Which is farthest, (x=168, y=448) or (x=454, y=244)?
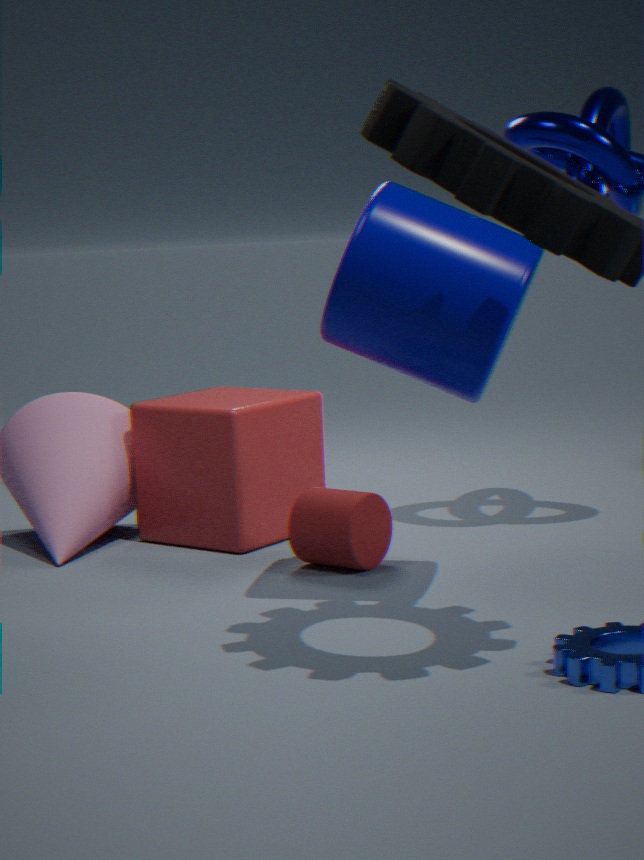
(x=168, y=448)
